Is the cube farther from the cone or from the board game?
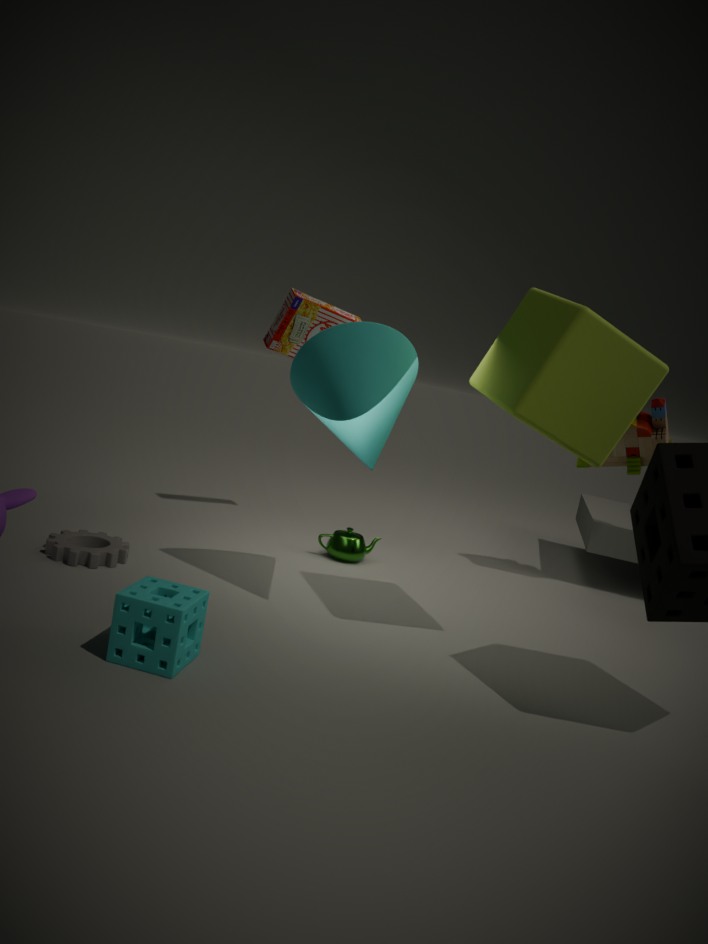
the board game
